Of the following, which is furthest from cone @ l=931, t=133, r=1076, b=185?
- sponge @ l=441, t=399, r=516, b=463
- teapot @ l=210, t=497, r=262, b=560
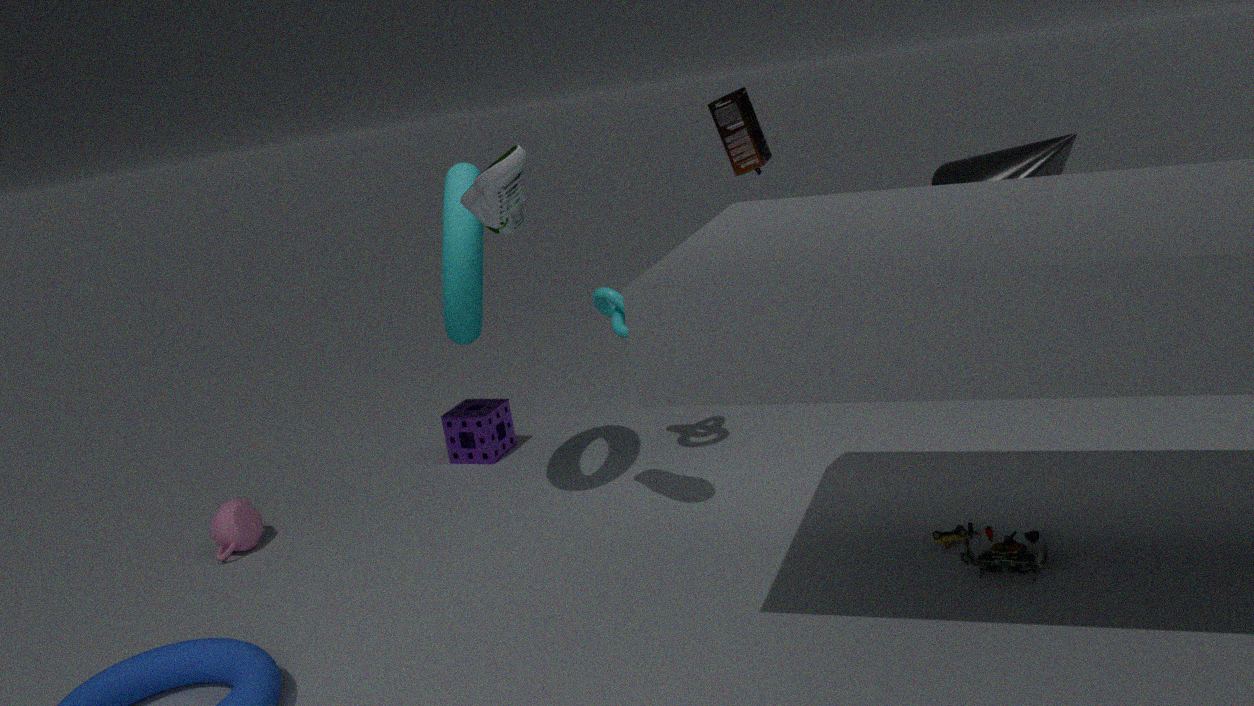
teapot @ l=210, t=497, r=262, b=560
